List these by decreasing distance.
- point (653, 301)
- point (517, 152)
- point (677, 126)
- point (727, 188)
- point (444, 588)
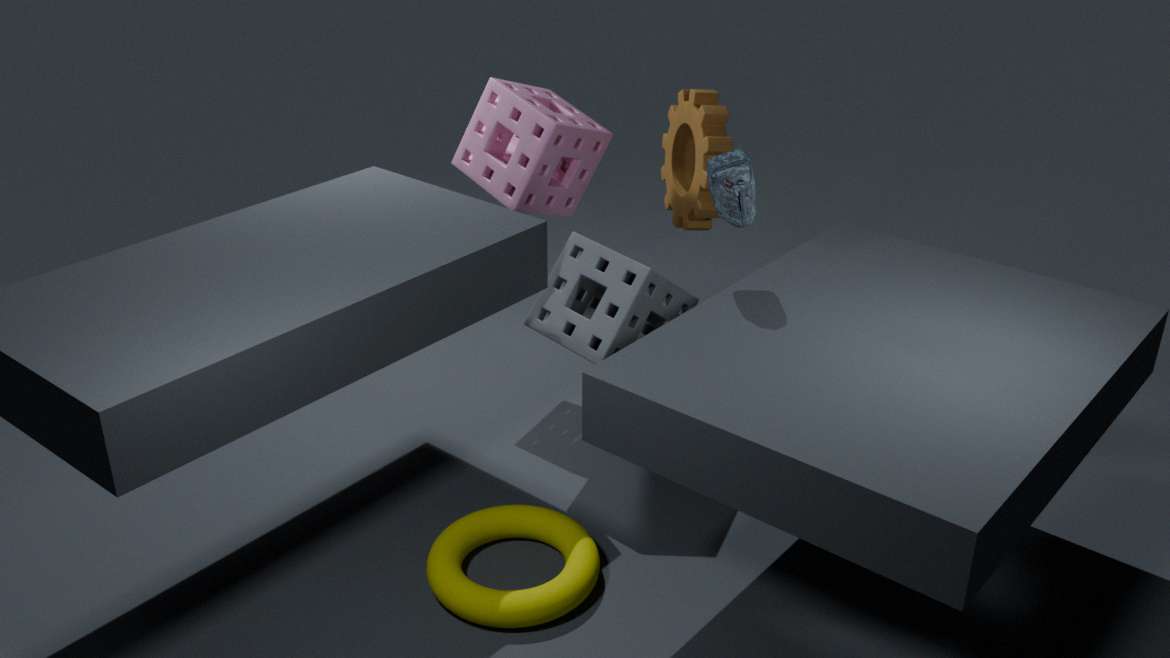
point (677, 126)
point (517, 152)
point (653, 301)
point (444, 588)
point (727, 188)
